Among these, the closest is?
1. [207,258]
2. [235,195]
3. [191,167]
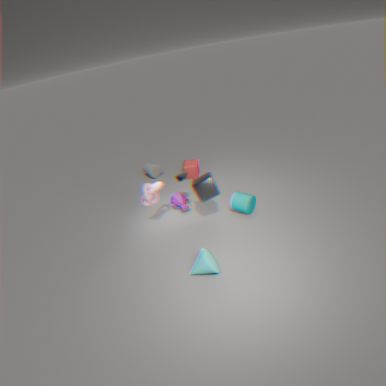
[207,258]
